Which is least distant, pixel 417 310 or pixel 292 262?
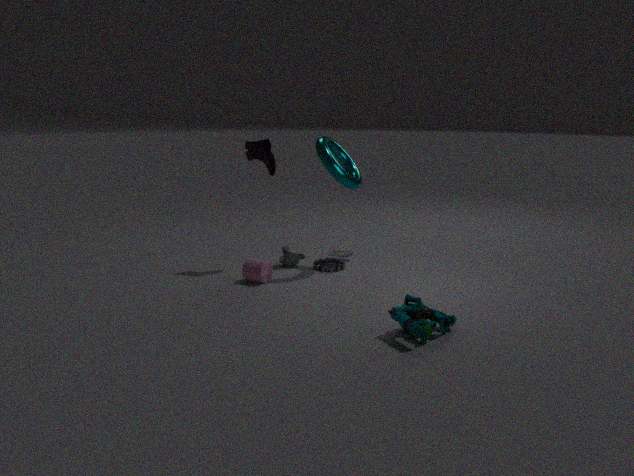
pixel 417 310
